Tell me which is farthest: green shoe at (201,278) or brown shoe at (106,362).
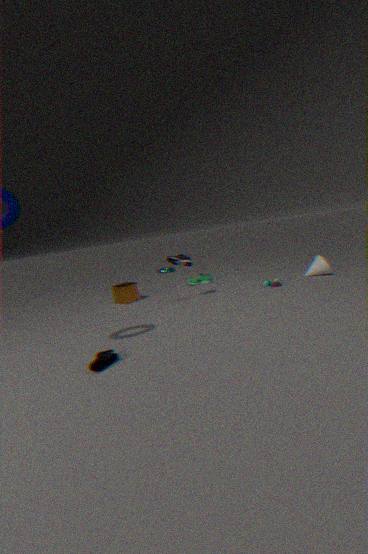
green shoe at (201,278)
